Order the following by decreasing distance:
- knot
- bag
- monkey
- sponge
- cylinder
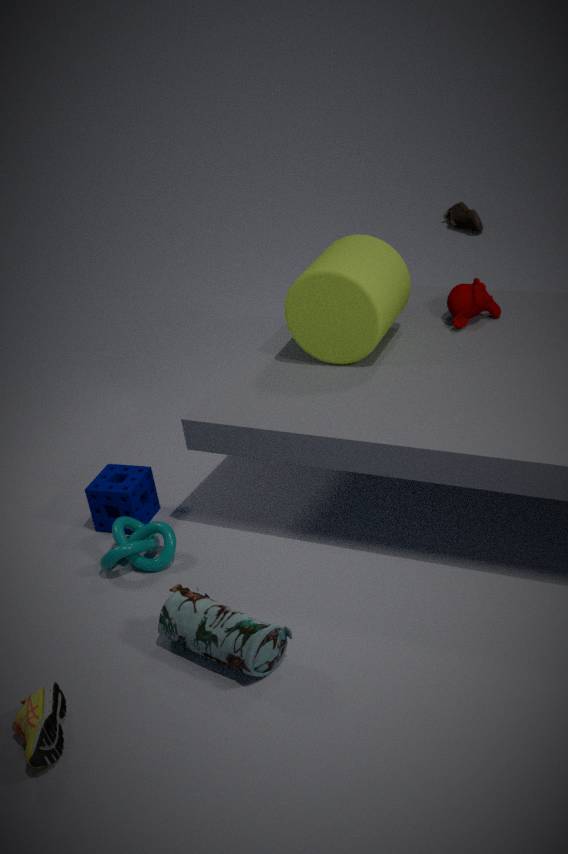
monkey, sponge, cylinder, knot, bag
